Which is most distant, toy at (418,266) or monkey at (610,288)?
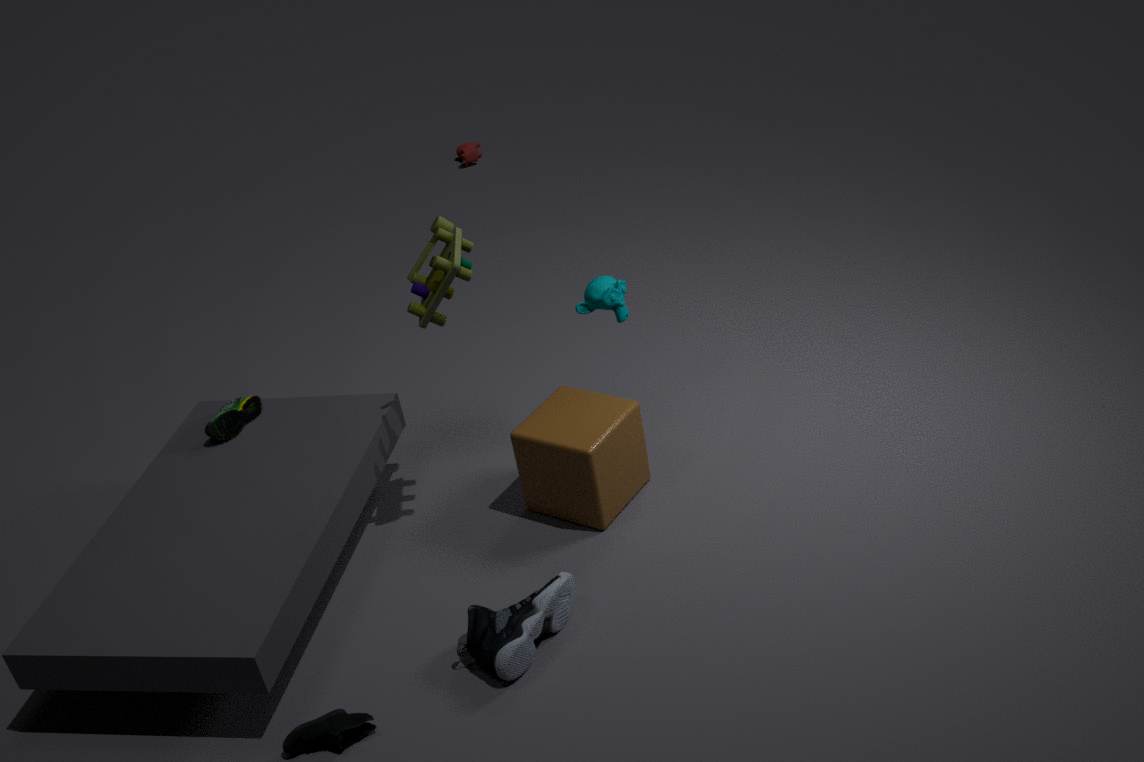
monkey at (610,288)
